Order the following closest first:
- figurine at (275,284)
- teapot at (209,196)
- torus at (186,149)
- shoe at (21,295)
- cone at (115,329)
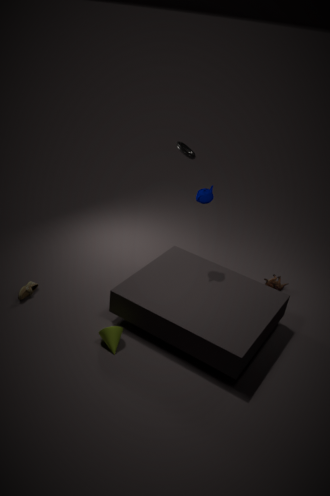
cone at (115,329), teapot at (209,196), shoe at (21,295), figurine at (275,284), torus at (186,149)
